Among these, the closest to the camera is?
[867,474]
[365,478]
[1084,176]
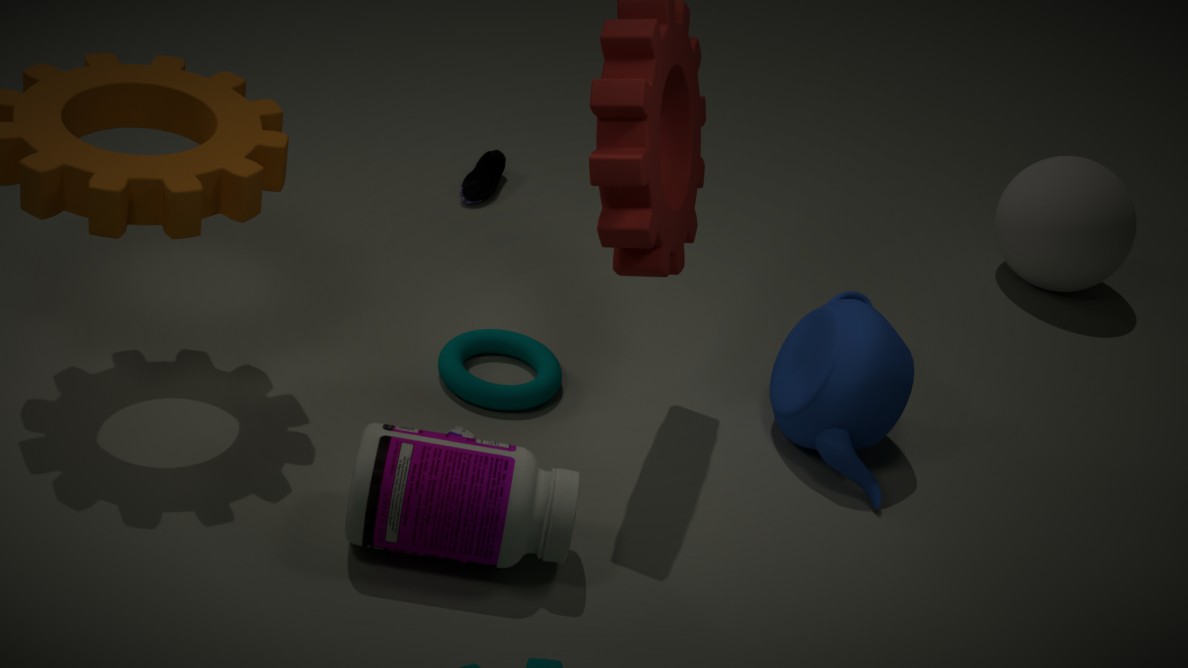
[365,478]
